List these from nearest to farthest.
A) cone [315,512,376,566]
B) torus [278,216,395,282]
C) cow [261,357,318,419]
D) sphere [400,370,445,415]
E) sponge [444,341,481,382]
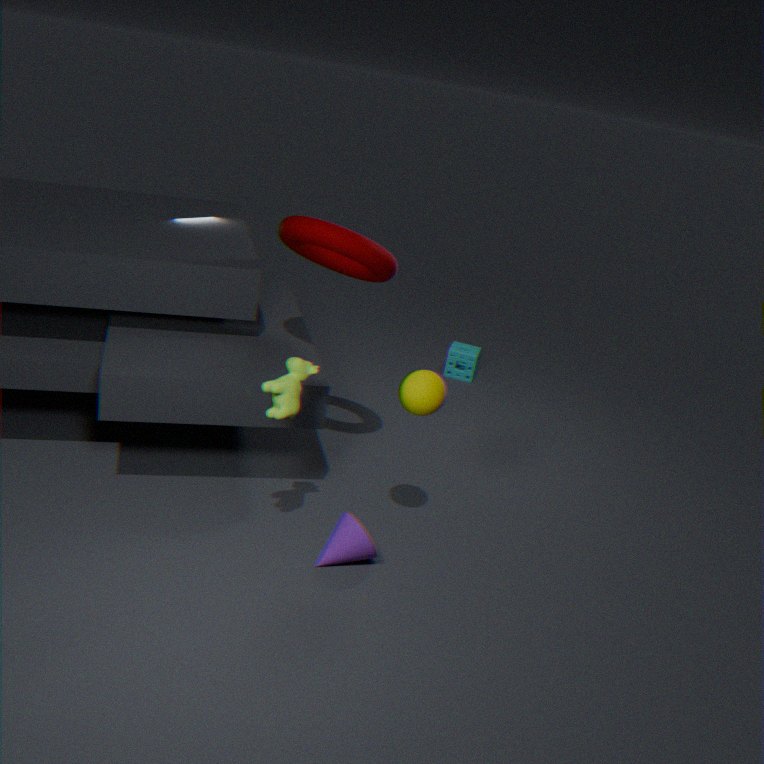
cow [261,357,318,419], sphere [400,370,445,415], cone [315,512,376,566], torus [278,216,395,282], sponge [444,341,481,382]
